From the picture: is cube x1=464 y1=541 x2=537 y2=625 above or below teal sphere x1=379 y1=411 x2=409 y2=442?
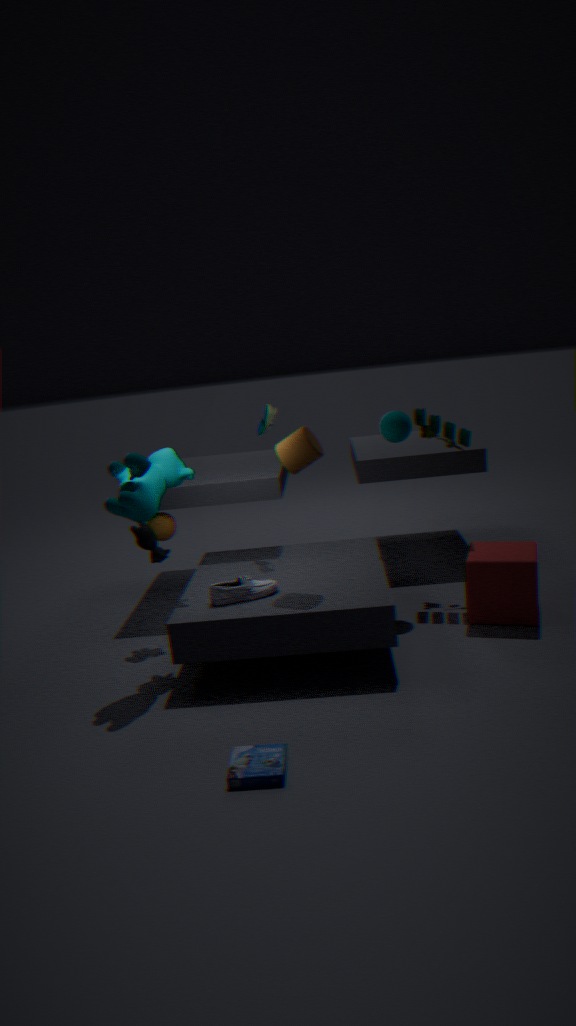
below
